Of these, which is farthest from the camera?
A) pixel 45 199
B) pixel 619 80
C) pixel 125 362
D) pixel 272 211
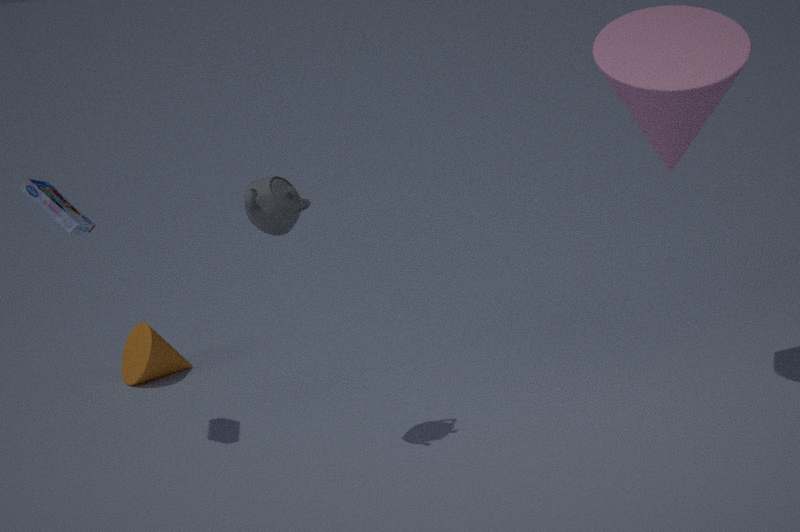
pixel 125 362
